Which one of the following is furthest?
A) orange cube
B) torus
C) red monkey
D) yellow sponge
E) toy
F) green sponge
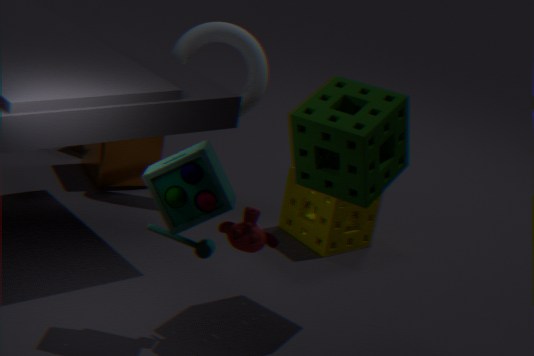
orange cube
